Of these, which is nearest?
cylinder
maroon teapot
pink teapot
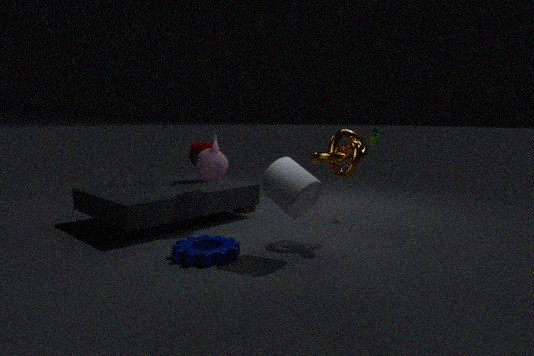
cylinder
